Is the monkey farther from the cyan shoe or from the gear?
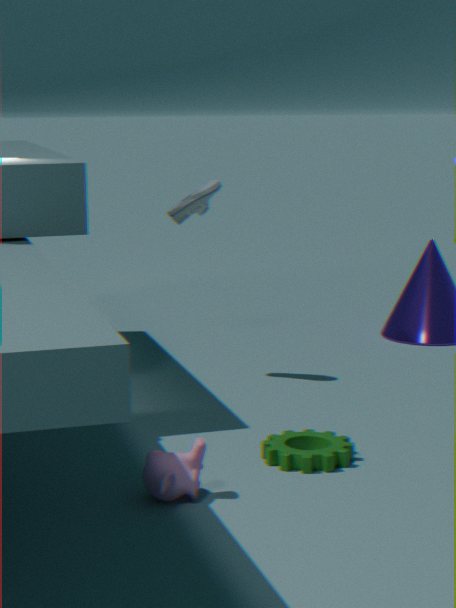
the cyan shoe
